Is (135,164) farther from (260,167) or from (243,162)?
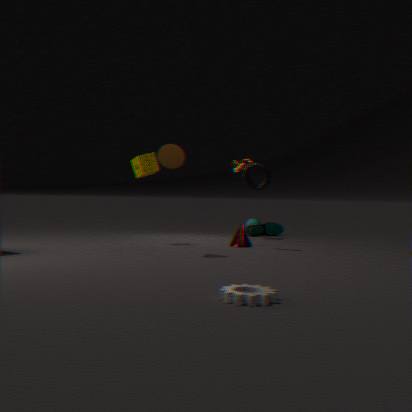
(243,162)
